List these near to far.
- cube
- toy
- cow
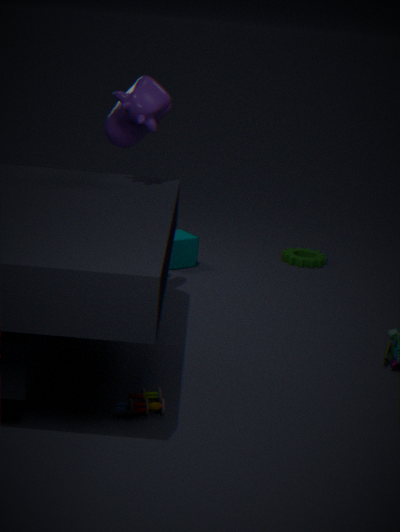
toy < cow < cube
